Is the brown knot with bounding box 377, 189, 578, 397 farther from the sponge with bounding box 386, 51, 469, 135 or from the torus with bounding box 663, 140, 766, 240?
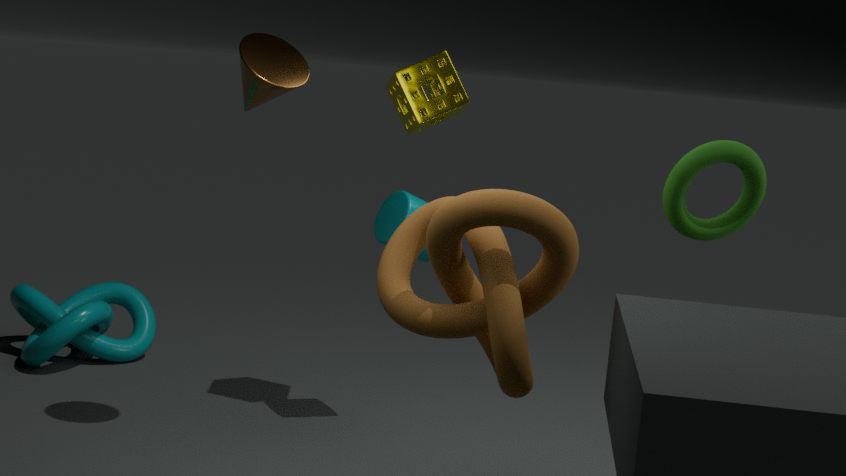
the sponge with bounding box 386, 51, 469, 135
